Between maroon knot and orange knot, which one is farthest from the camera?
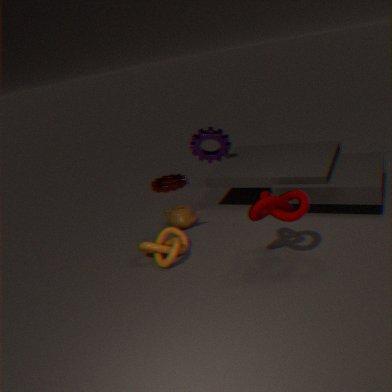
orange knot
